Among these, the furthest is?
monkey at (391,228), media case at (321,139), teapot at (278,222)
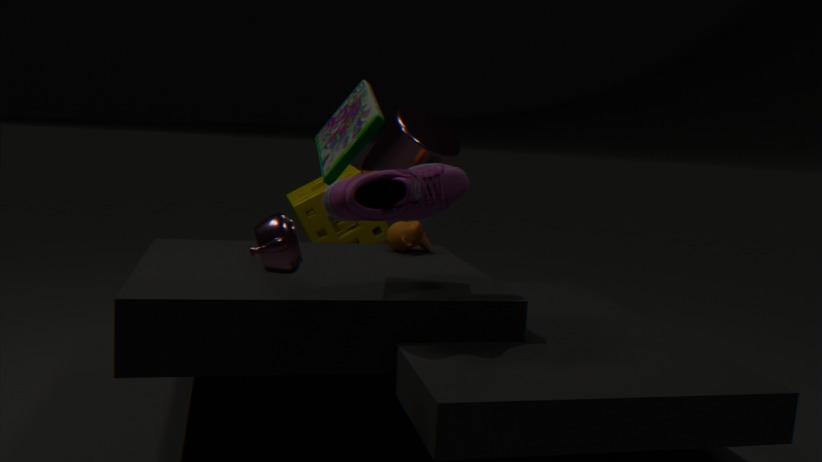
monkey at (391,228)
